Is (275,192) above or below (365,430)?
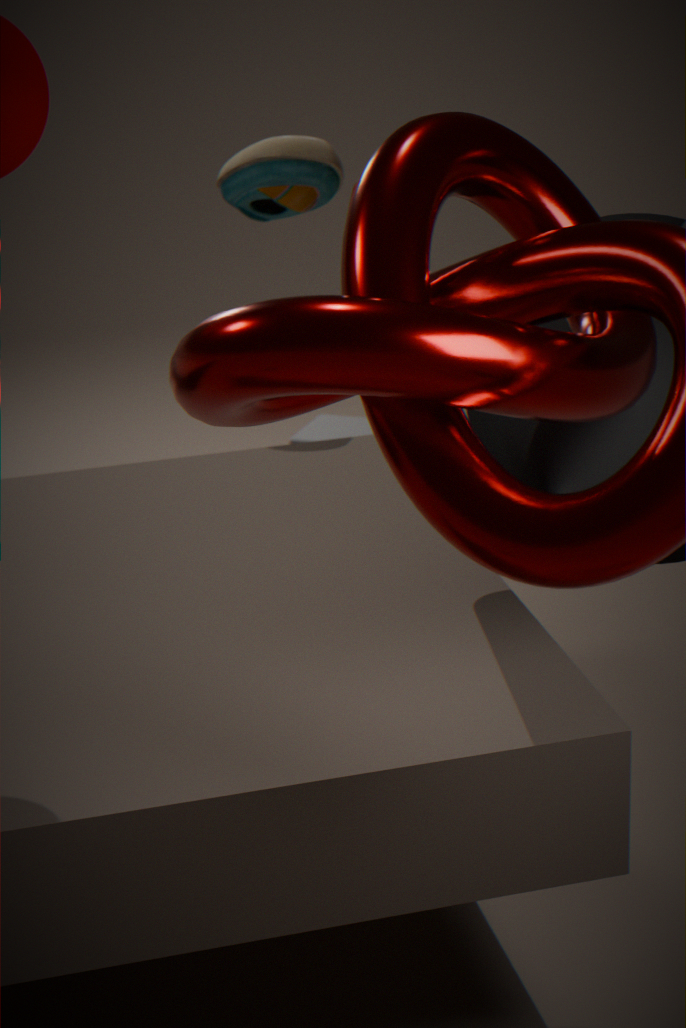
above
